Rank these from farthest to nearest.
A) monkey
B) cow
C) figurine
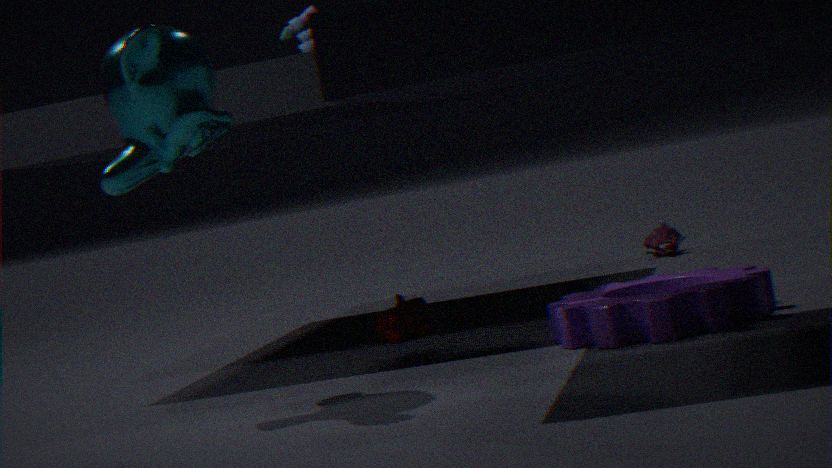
figurine → cow → monkey
